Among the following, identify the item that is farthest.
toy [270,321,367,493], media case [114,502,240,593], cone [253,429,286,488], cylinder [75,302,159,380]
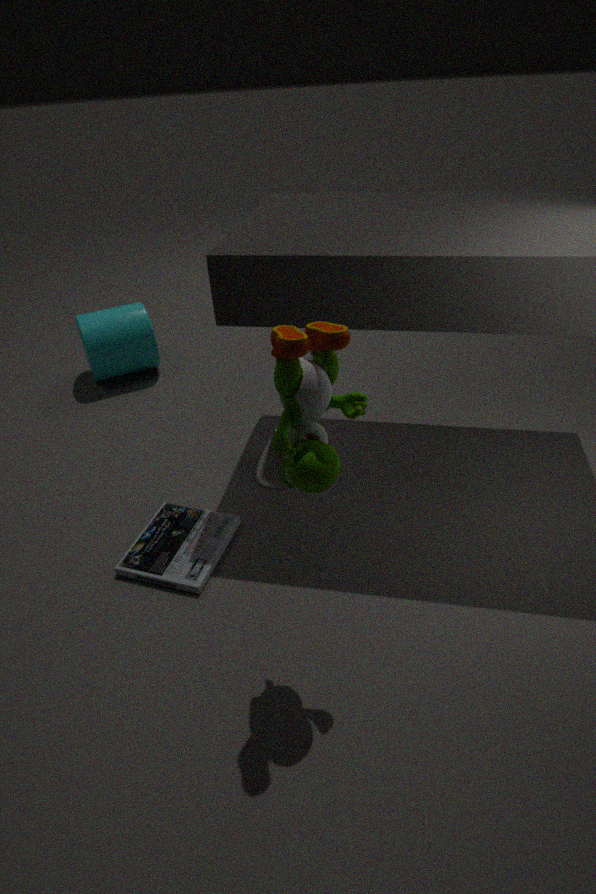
cylinder [75,302,159,380]
